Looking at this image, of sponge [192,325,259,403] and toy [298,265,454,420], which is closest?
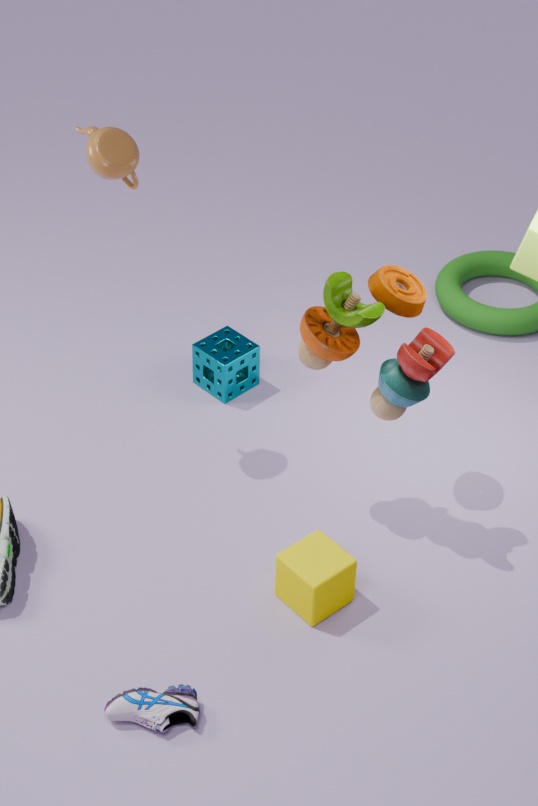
toy [298,265,454,420]
